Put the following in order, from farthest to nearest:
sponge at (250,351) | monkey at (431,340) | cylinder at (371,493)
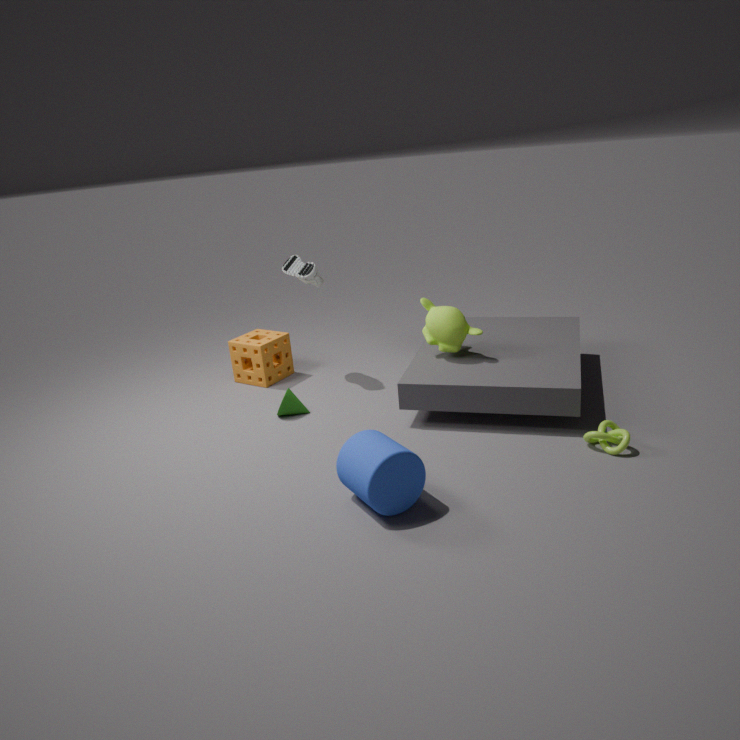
sponge at (250,351)
monkey at (431,340)
cylinder at (371,493)
